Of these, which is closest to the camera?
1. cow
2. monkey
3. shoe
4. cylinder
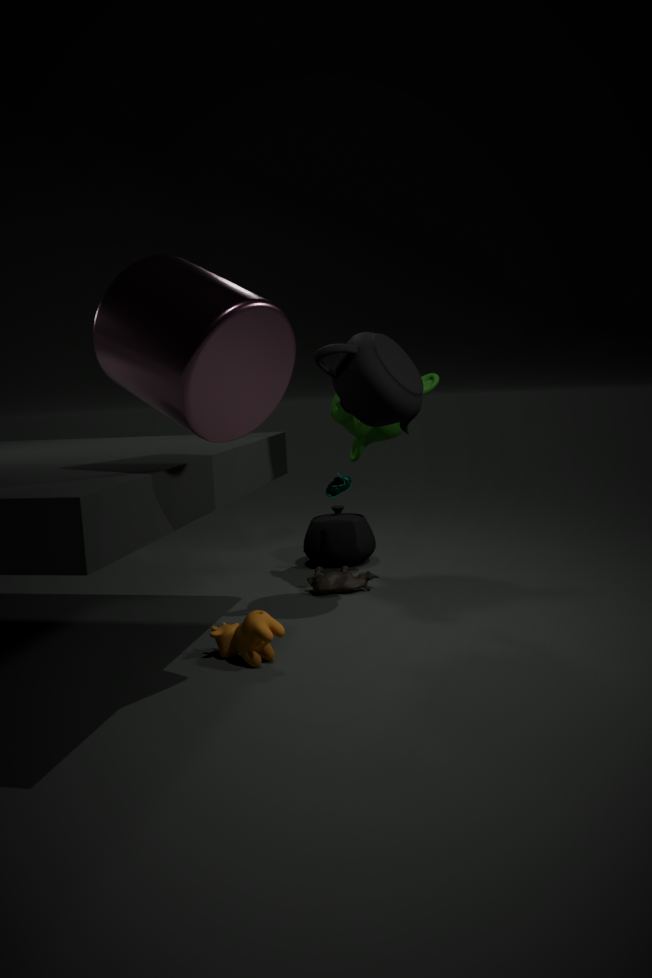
cylinder
